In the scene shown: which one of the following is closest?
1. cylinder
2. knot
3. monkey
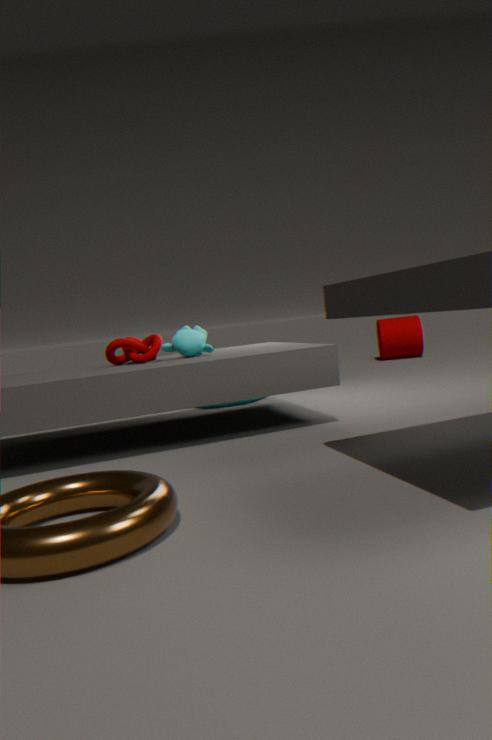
knot
